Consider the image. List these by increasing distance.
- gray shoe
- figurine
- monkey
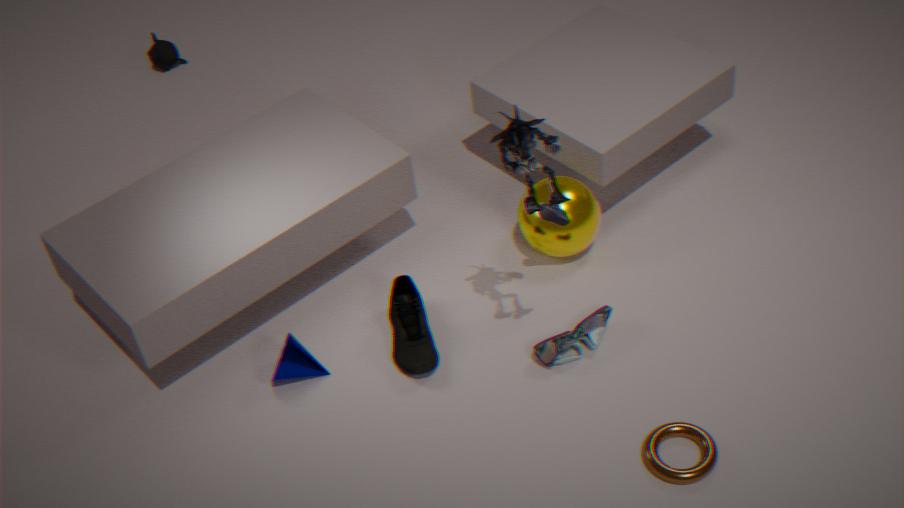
figurine < gray shoe < monkey
